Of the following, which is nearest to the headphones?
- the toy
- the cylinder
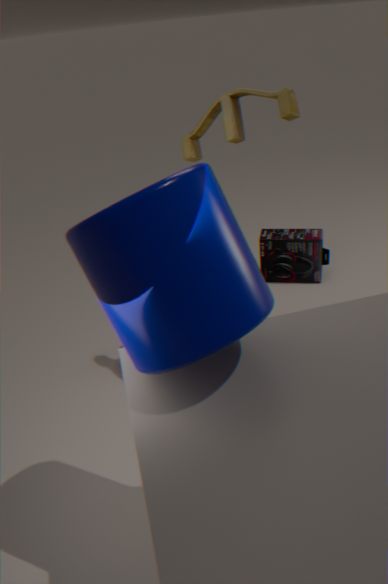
the toy
